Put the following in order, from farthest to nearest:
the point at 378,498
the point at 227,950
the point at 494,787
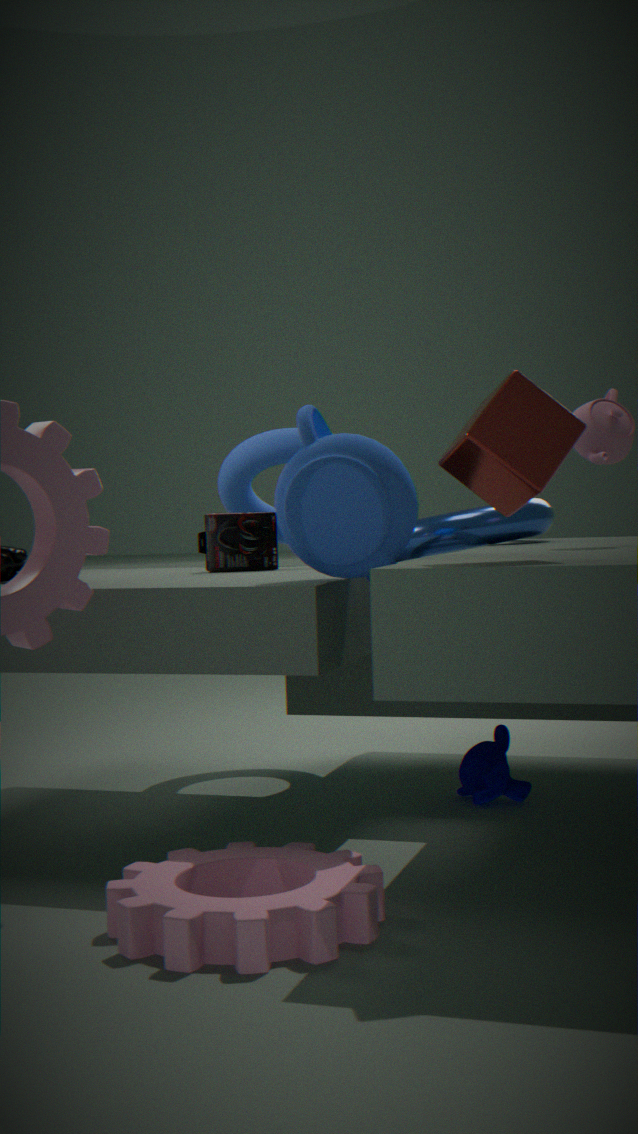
the point at 494,787 < the point at 378,498 < the point at 227,950
